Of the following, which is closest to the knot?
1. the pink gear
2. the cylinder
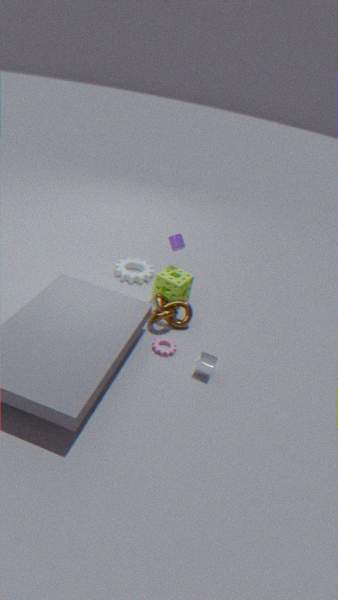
the pink gear
